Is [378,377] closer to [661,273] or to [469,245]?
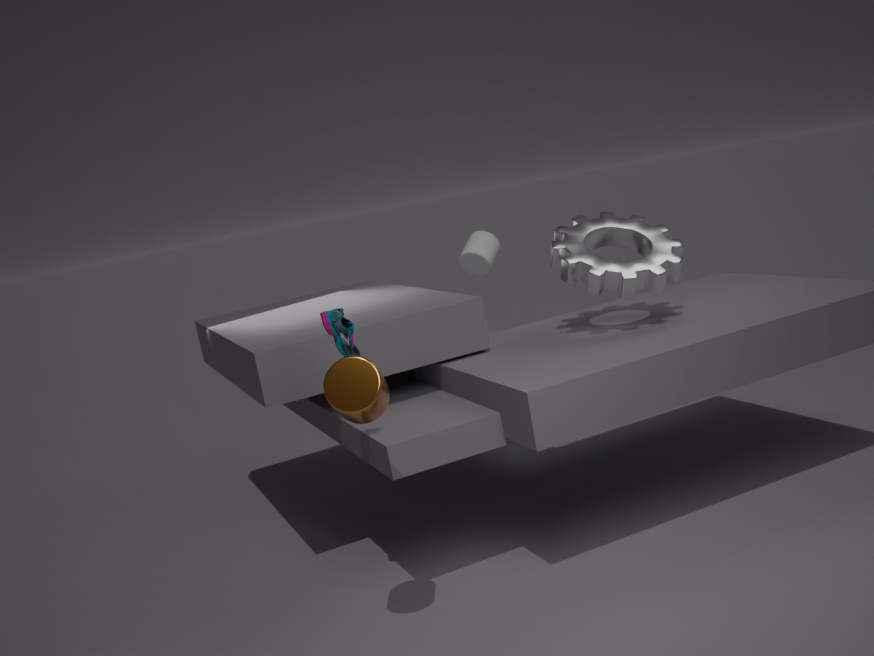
[661,273]
